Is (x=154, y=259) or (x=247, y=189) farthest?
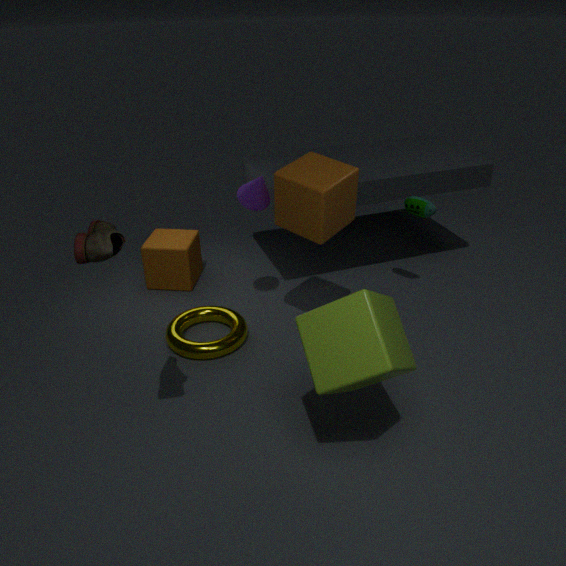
(x=154, y=259)
